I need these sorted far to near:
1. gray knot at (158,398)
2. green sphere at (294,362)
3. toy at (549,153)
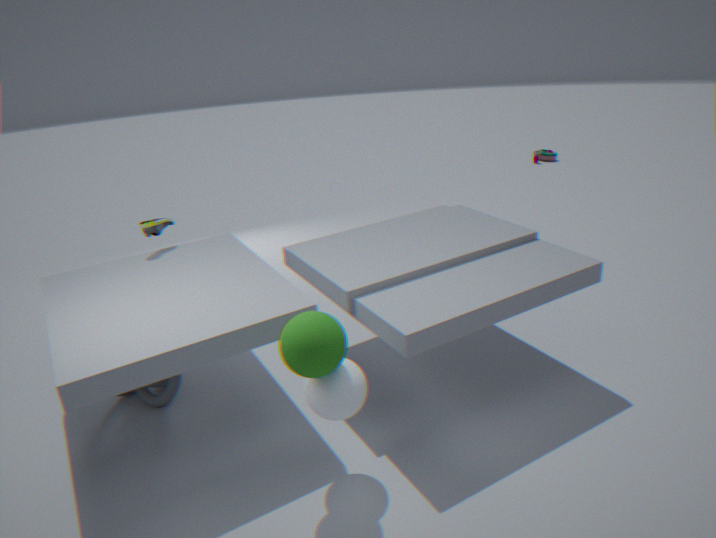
toy at (549,153) → gray knot at (158,398) → green sphere at (294,362)
